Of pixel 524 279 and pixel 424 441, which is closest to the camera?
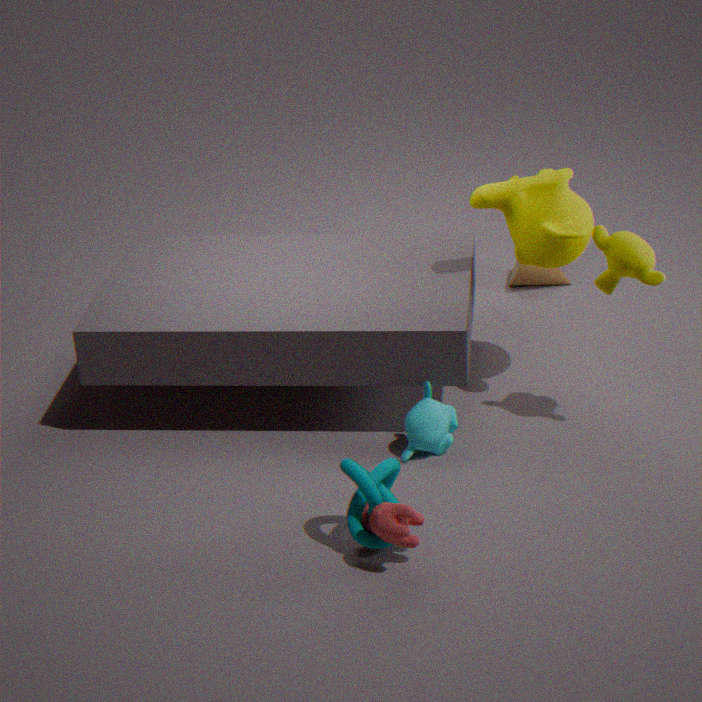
pixel 424 441
